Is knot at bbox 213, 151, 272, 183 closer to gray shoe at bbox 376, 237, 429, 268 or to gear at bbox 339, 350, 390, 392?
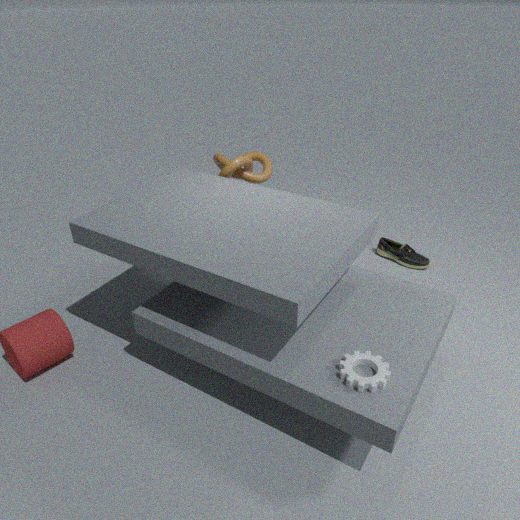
gray shoe at bbox 376, 237, 429, 268
